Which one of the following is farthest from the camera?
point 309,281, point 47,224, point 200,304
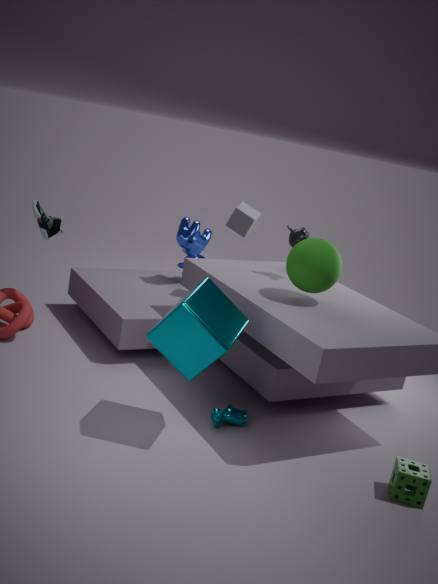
point 47,224
